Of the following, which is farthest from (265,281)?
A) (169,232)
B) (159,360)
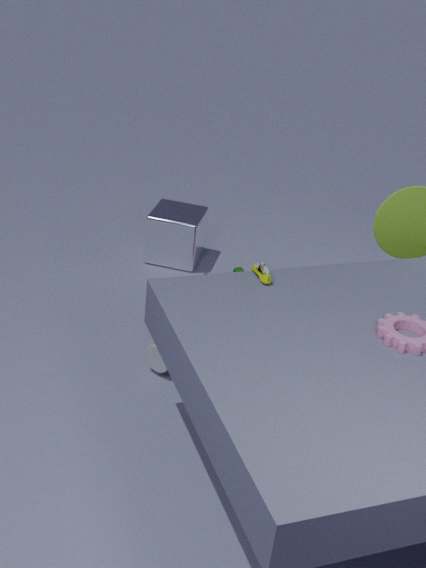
(169,232)
